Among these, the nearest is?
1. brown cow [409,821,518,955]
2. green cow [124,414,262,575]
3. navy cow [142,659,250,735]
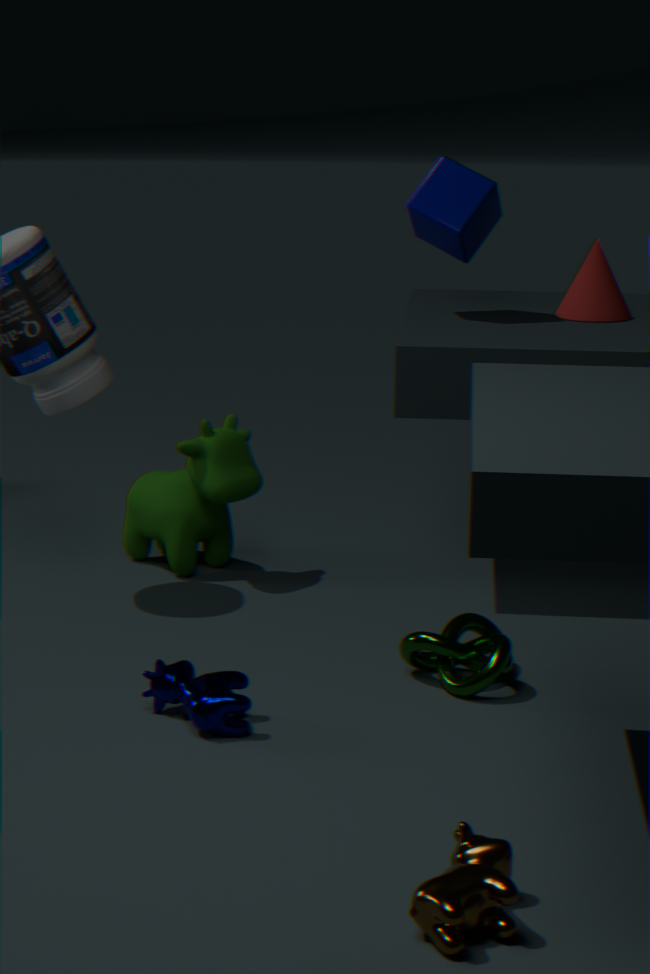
brown cow [409,821,518,955]
